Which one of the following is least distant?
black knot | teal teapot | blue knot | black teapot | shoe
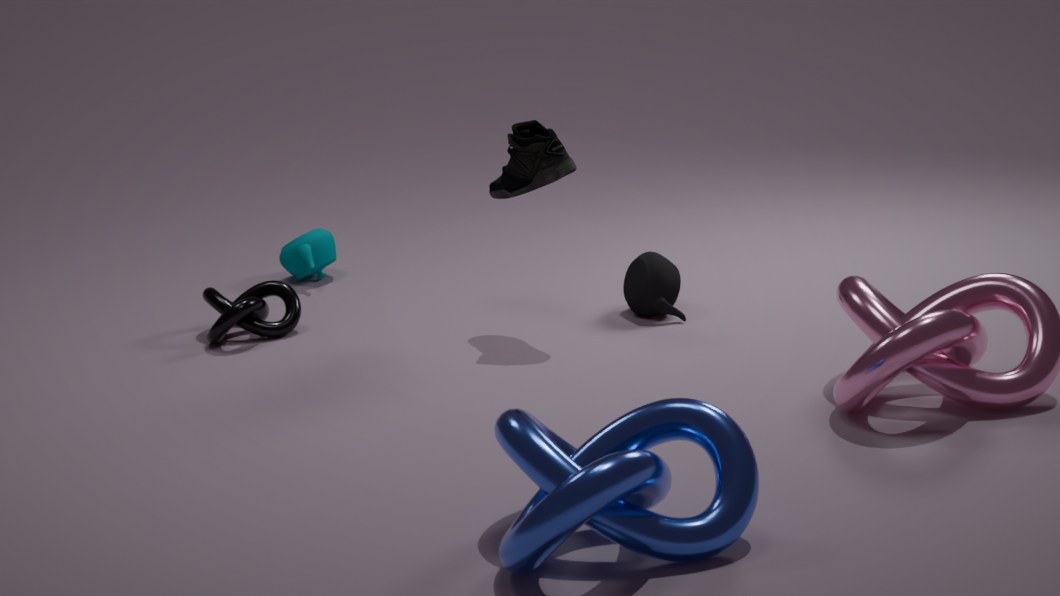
blue knot
